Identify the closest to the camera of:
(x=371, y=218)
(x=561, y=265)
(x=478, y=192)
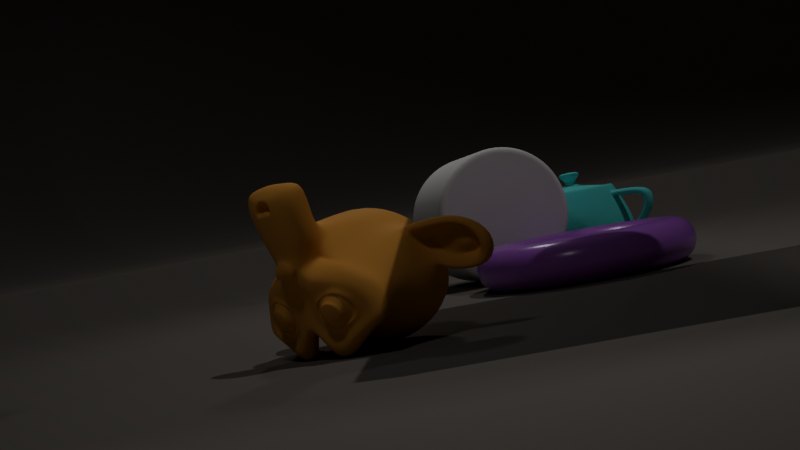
(x=371, y=218)
